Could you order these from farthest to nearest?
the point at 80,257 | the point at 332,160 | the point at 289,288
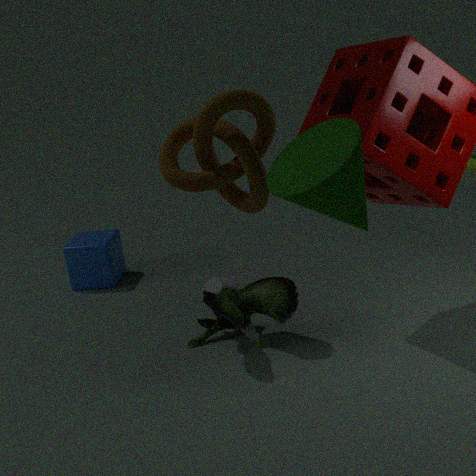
the point at 80,257, the point at 289,288, the point at 332,160
